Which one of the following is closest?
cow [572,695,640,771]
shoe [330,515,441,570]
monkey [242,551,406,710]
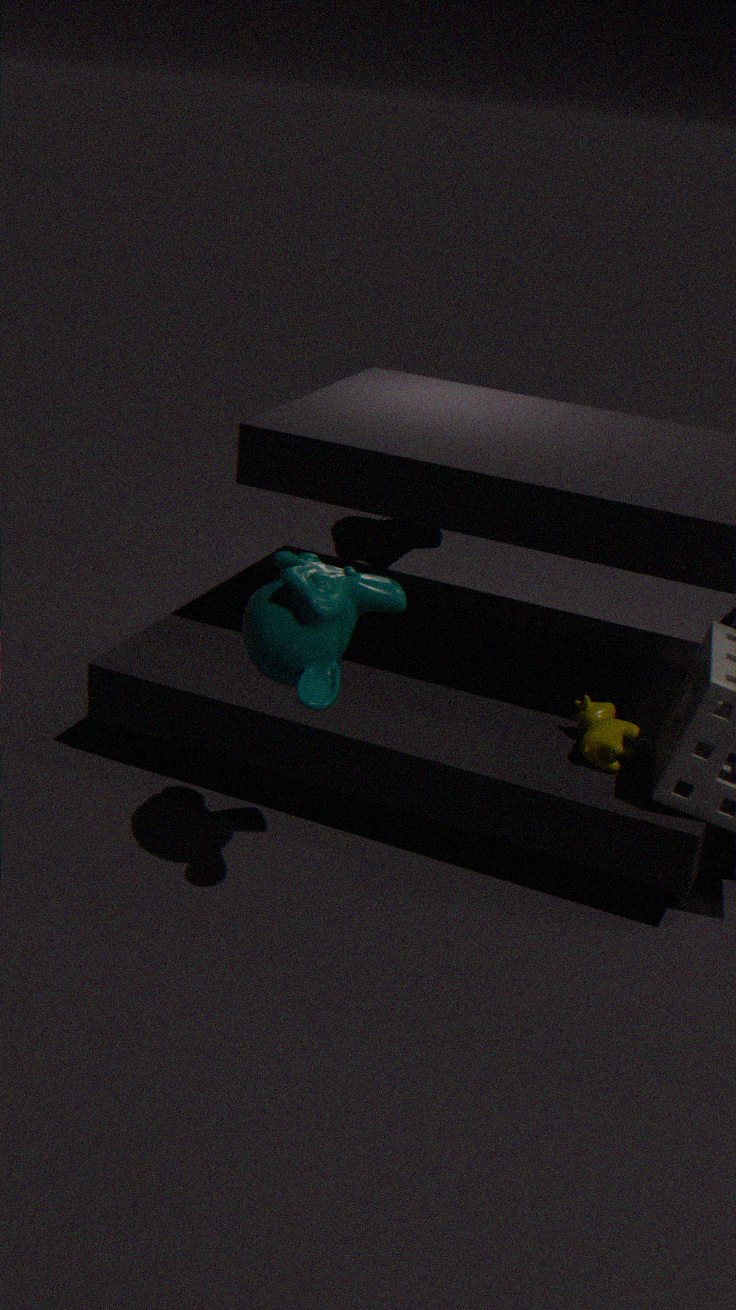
monkey [242,551,406,710]
